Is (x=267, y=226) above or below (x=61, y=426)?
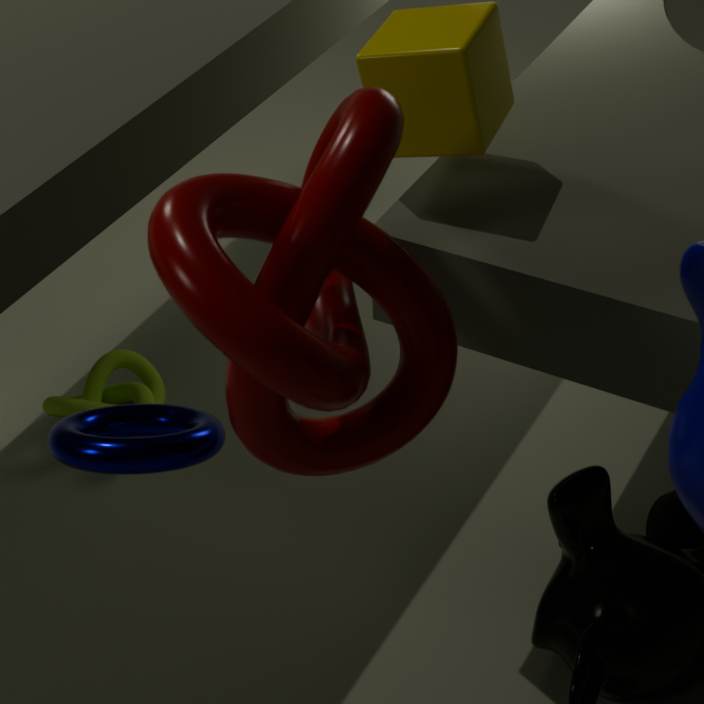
above
